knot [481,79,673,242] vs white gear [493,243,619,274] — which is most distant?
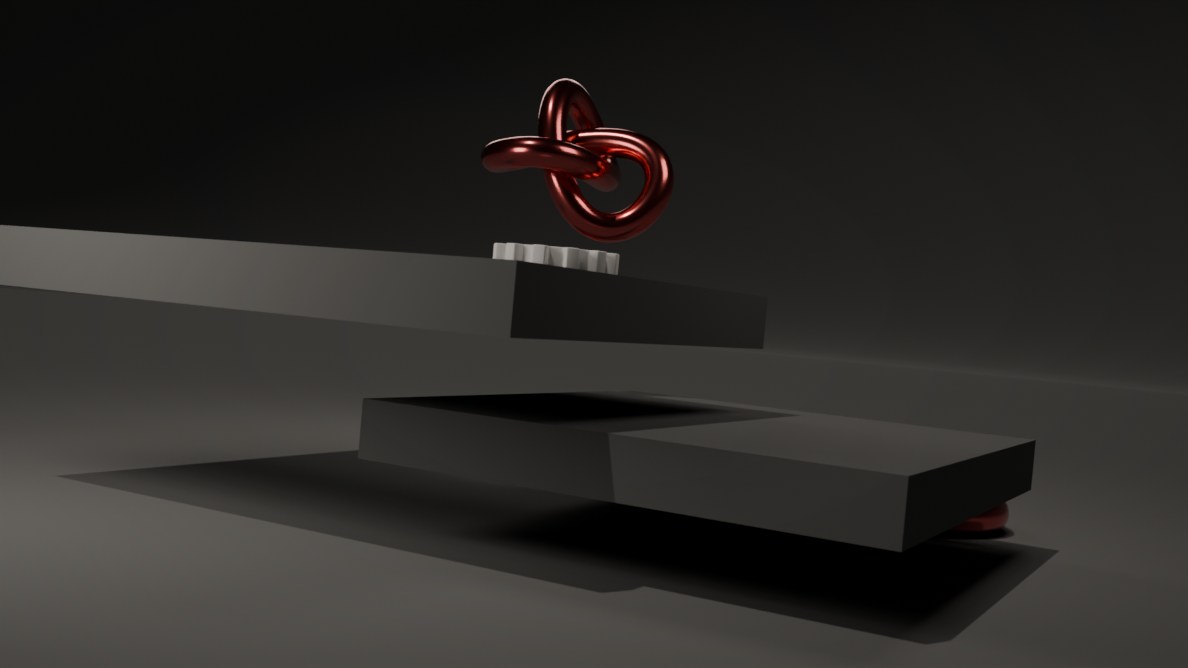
knot [481,79,673,242]
